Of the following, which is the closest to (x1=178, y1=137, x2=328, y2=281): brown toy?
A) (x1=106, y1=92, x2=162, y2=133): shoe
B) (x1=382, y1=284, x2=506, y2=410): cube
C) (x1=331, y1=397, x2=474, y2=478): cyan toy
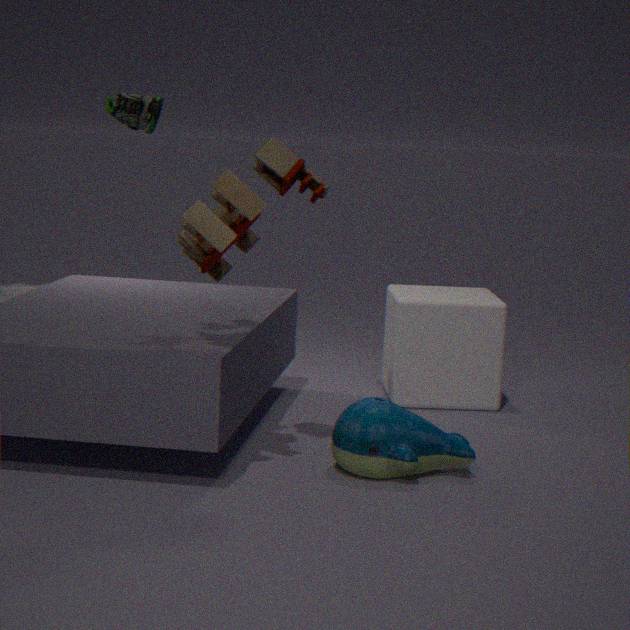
(x1=331, y1=397, x2=474, y2=478): cyan toy
